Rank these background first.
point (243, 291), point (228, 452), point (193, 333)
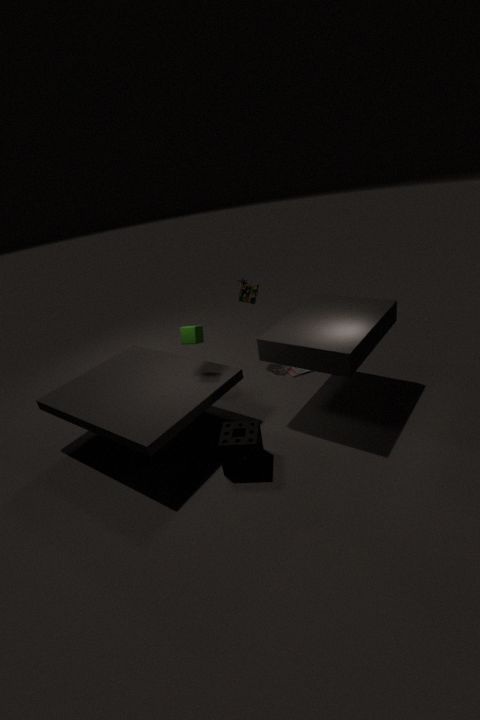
point (243, 291), point (193, 333), point (228, 452)
